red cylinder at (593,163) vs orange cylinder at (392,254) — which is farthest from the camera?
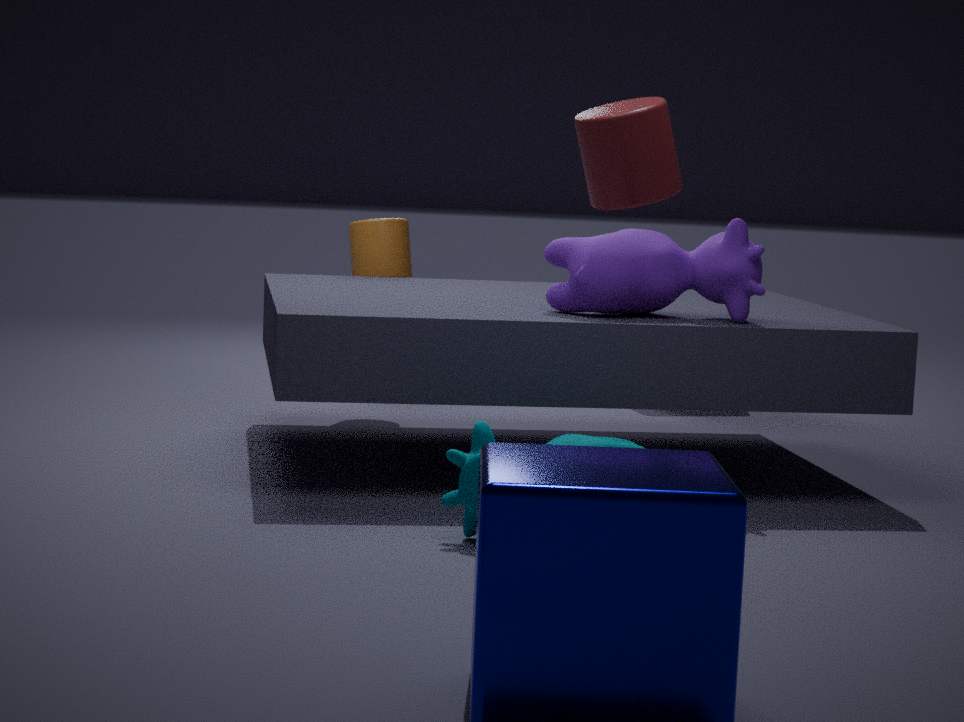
orange cylinder at (392,254)
